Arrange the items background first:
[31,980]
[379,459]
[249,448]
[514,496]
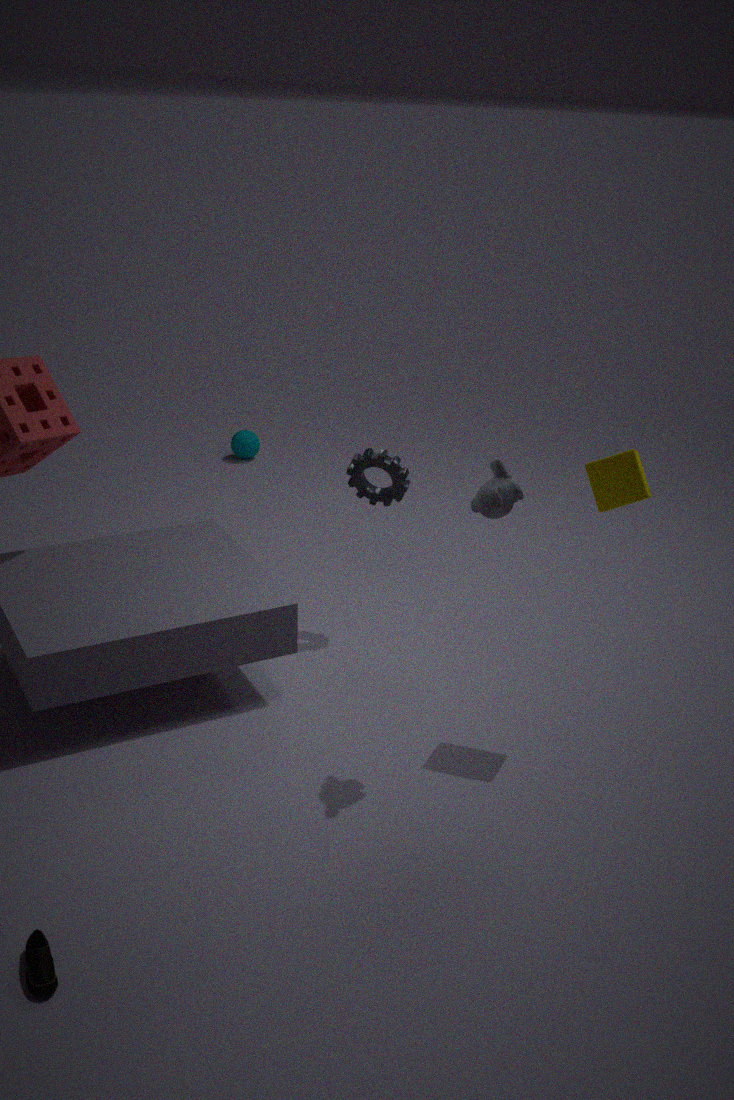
[249,448]
[379,459]
[514,496]
[31,980]
